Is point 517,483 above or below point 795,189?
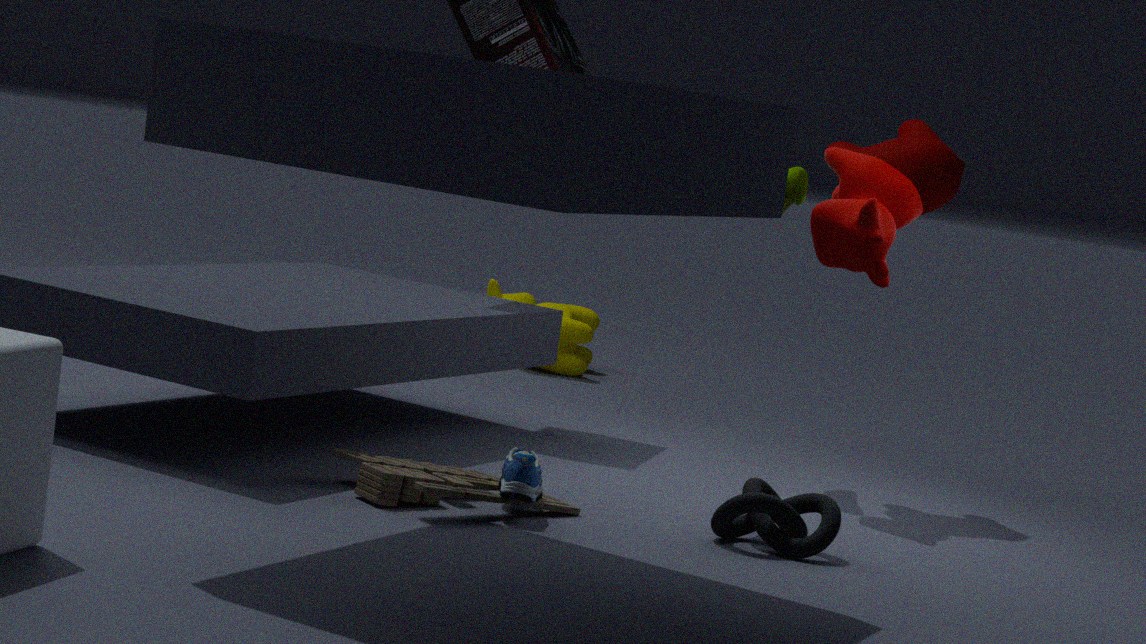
below
